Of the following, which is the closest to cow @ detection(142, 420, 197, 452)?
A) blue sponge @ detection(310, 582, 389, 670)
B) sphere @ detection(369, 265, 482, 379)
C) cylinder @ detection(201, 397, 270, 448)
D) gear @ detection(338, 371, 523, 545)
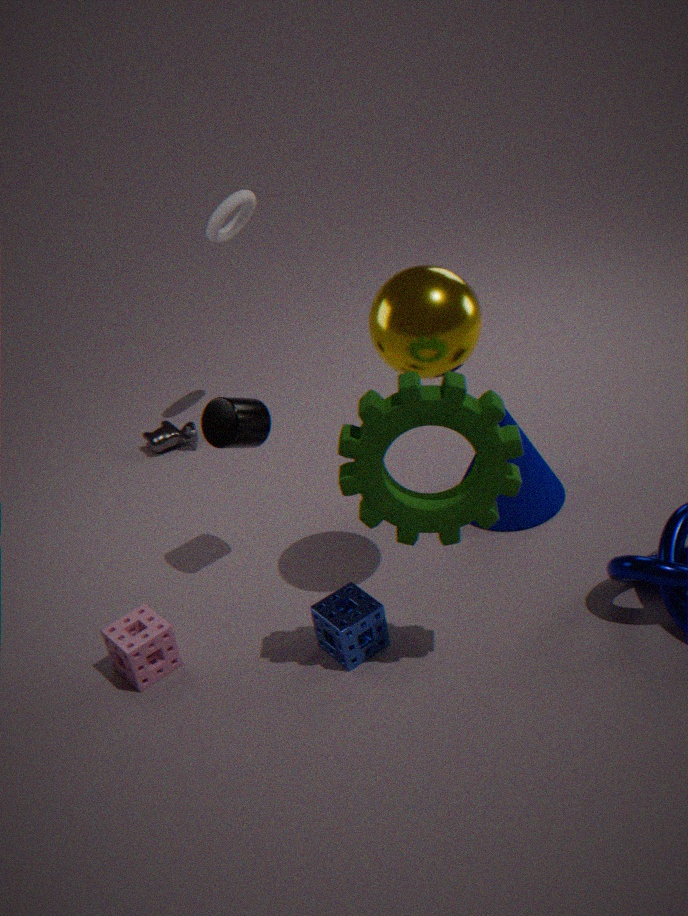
cylinder @ detection(201, 397, 270, 448)
